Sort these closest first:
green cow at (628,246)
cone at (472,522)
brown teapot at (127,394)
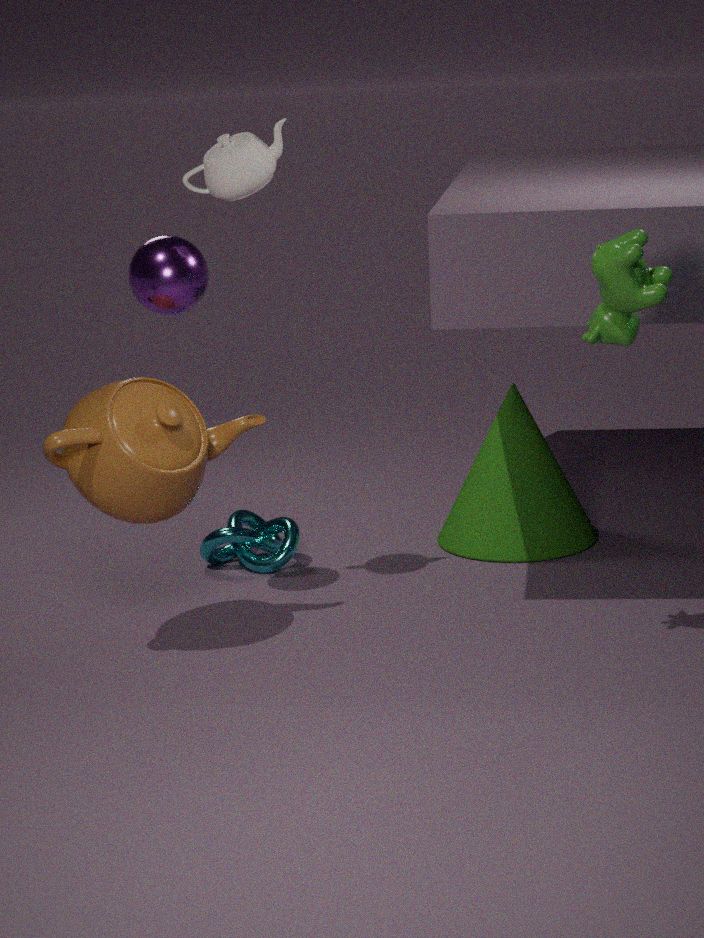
green cow at (628,246)
brown teapot at (127,394)
cone at (472,522)
